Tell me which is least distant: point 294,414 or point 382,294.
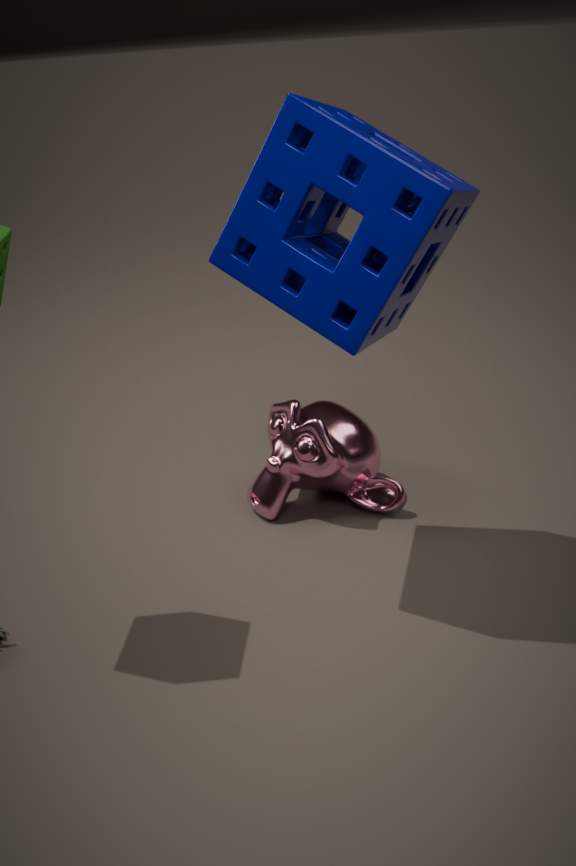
point 382,294
